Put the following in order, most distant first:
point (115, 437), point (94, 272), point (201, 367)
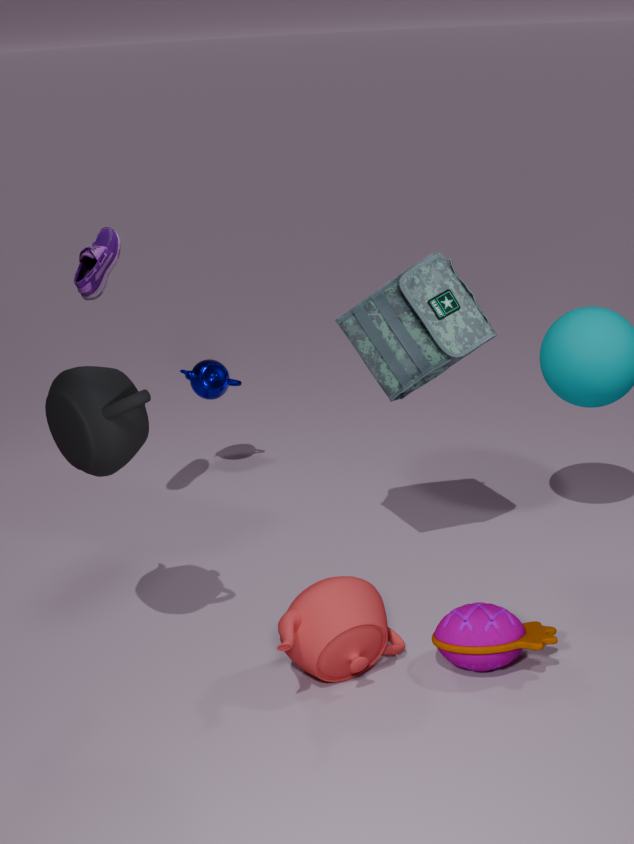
point (201, 367) < point (94, 272) < point (115, 437)
